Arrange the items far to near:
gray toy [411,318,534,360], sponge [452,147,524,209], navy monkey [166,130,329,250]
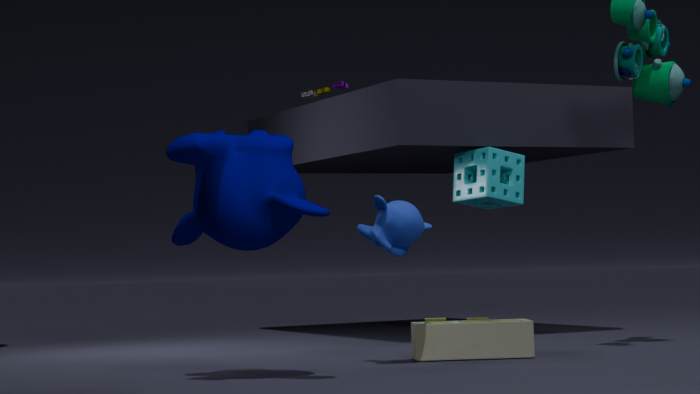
sponge [452,147,524,209] → gray toy [411,318,534,360] → navy monkey [166,130,329,250]
